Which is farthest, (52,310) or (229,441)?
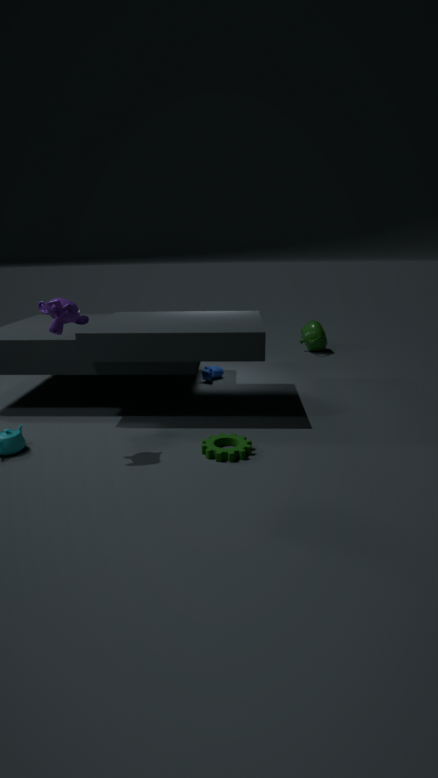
(229,441)
